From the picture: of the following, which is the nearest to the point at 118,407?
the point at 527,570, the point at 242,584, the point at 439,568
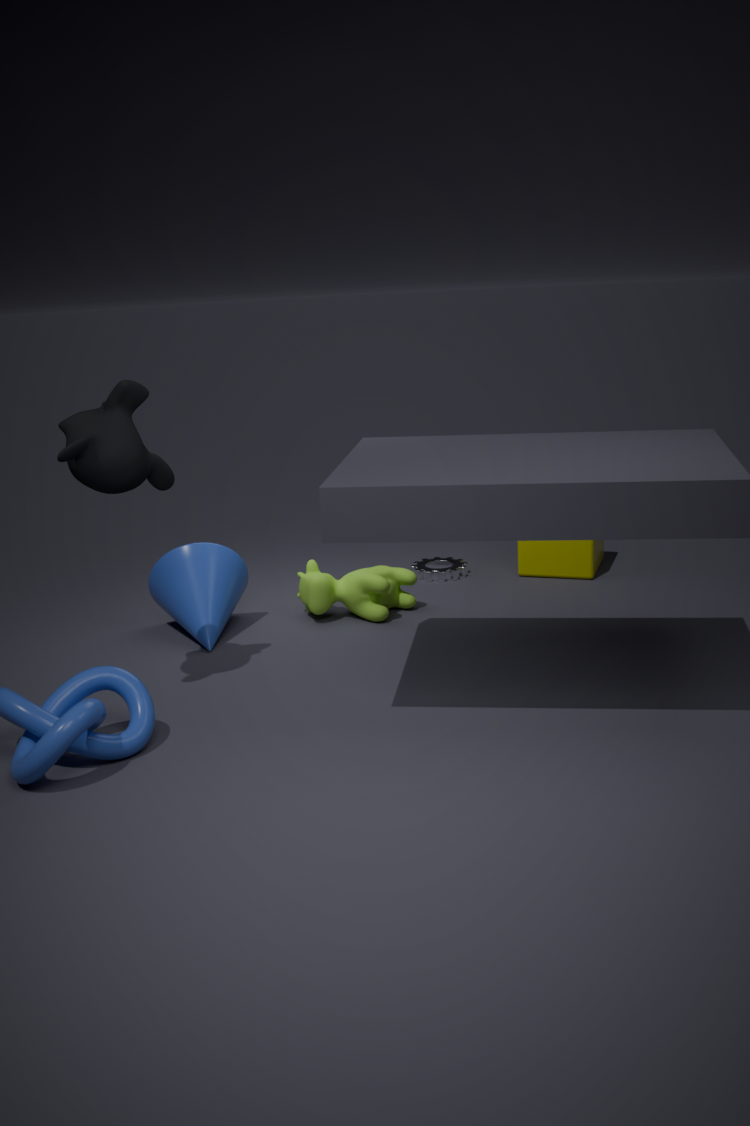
the point at 242,584
